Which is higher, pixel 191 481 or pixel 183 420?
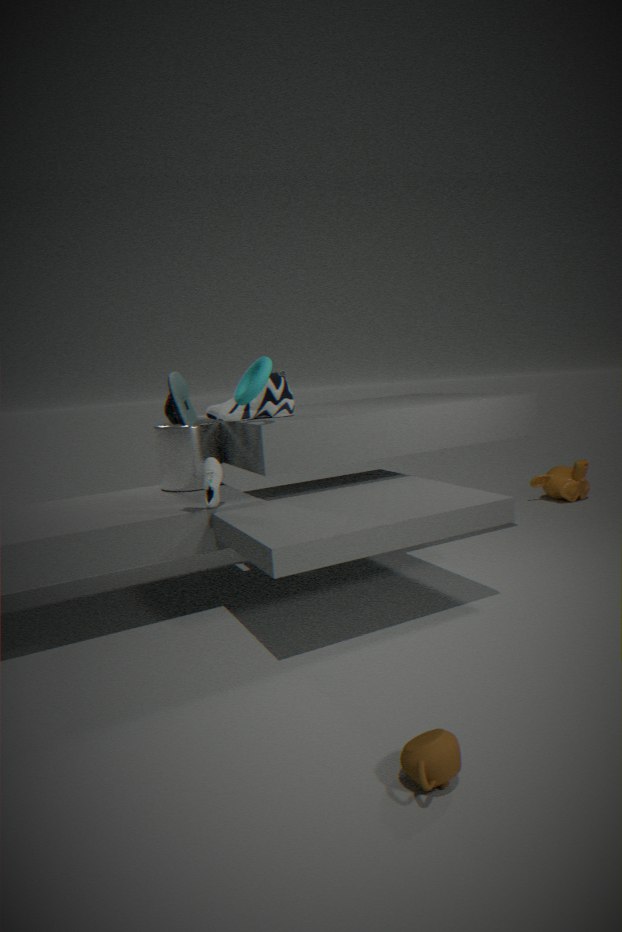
pixel 183 420
